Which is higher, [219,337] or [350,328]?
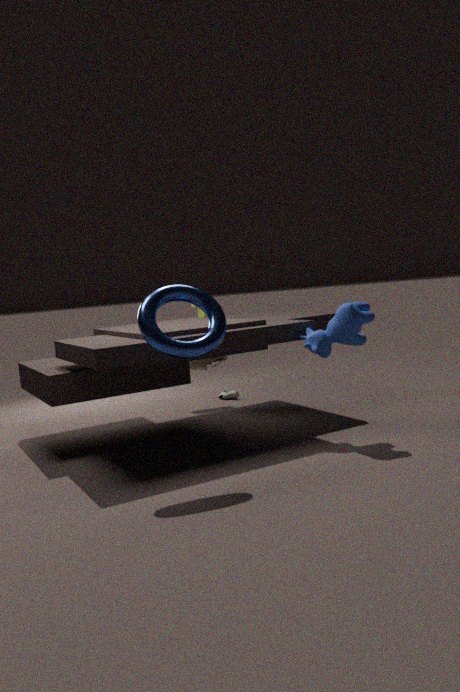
[219,337]
